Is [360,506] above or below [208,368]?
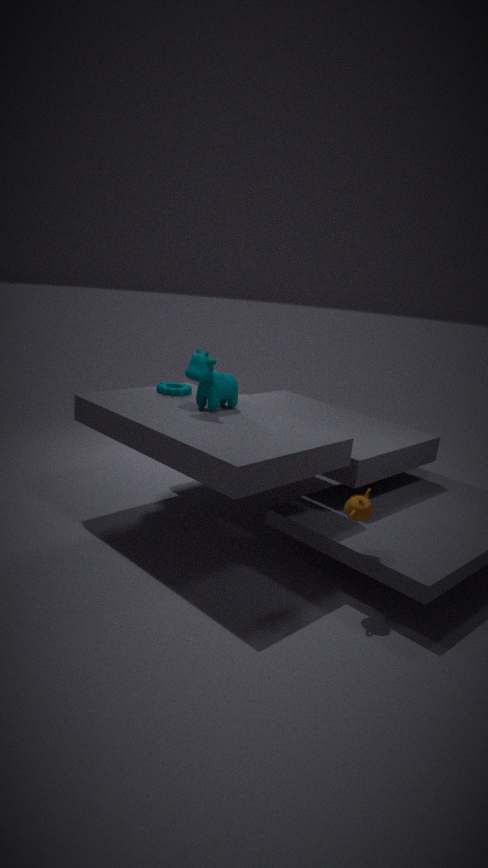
below
